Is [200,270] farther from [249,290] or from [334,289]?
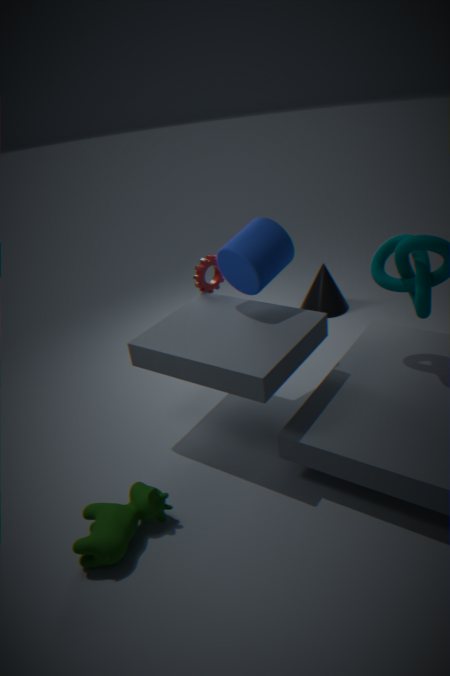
[334,289]
